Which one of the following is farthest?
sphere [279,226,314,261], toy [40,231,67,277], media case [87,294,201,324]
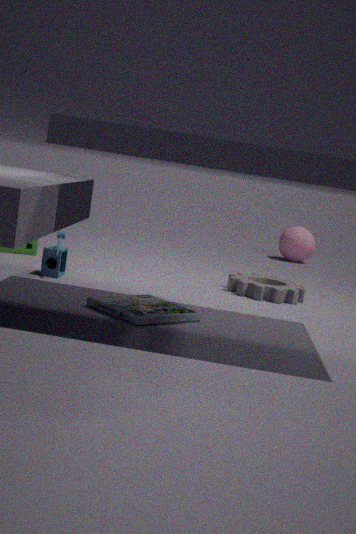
sphere [279,226,314,261]
